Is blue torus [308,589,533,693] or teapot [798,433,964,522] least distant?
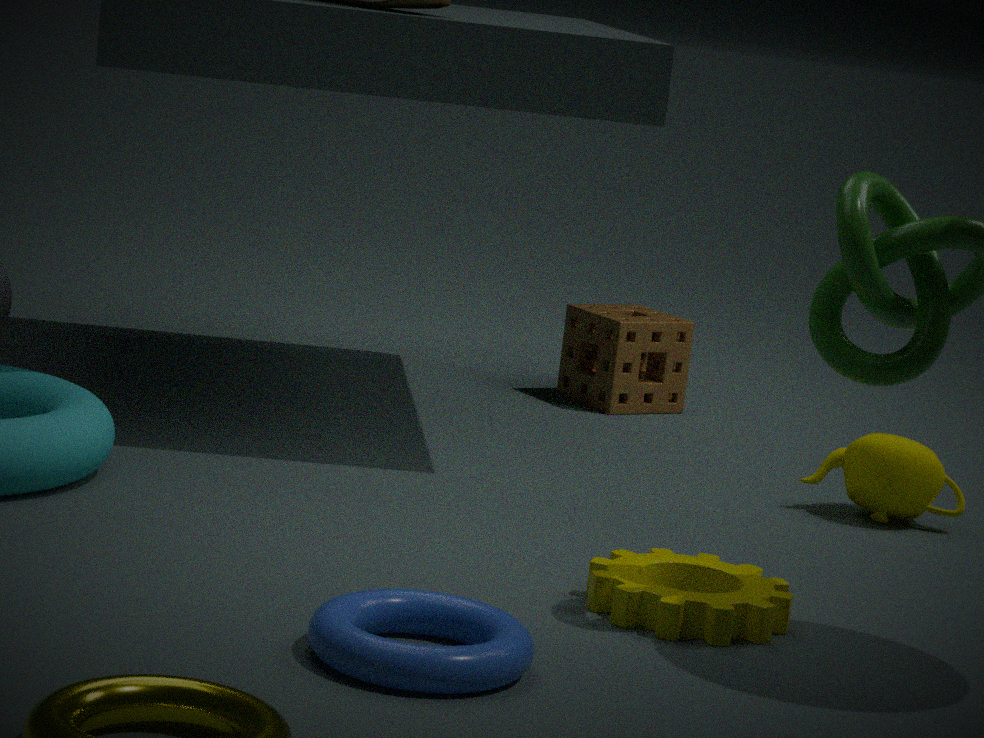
blue torus [308,589,533,693]
